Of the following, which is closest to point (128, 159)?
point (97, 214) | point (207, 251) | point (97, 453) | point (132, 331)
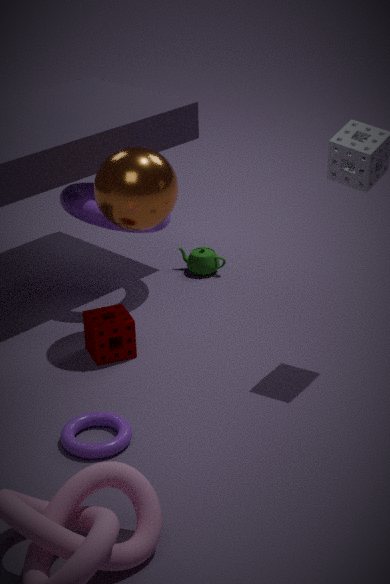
point (97, 214)
